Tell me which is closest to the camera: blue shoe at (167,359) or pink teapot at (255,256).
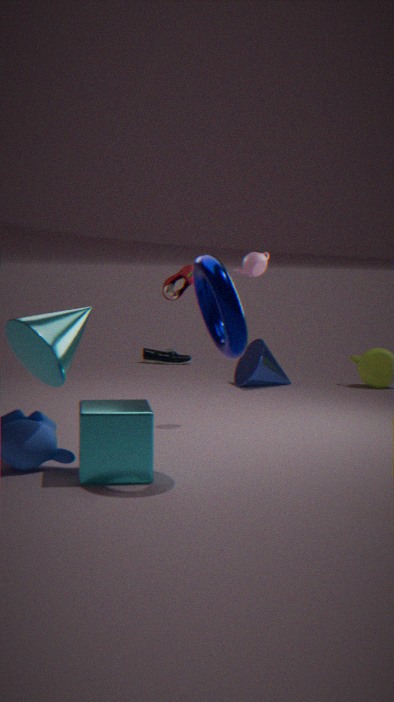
pink teapot at (255,256)
